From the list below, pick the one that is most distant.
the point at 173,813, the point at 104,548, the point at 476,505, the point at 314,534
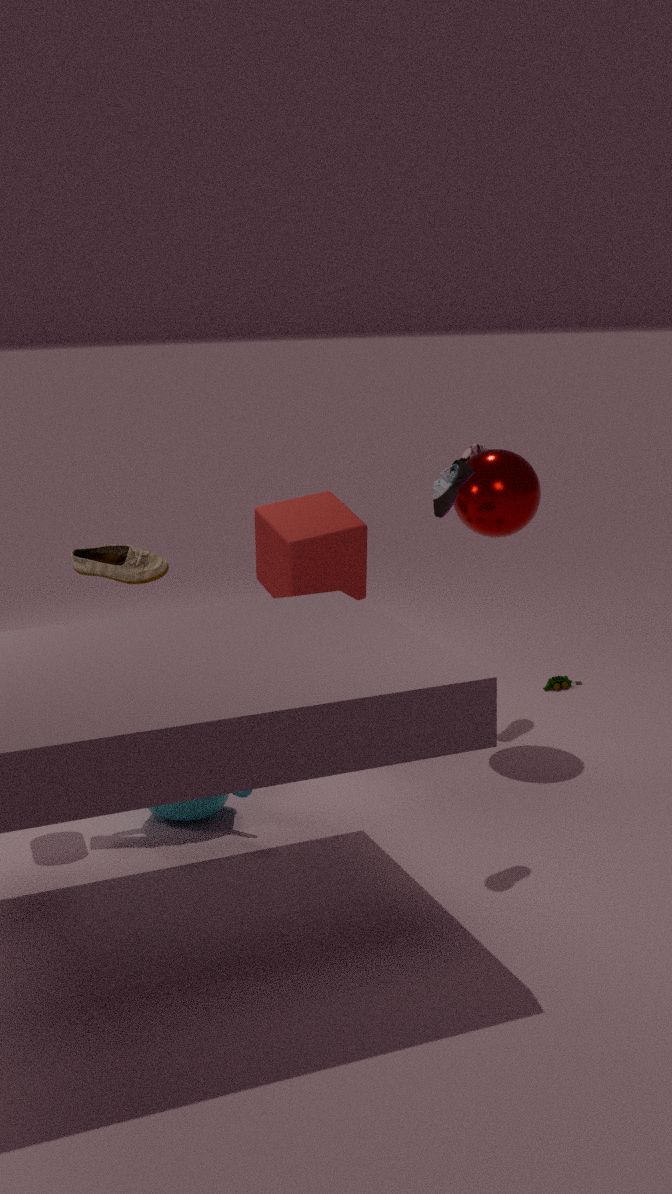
the point at 314,534
